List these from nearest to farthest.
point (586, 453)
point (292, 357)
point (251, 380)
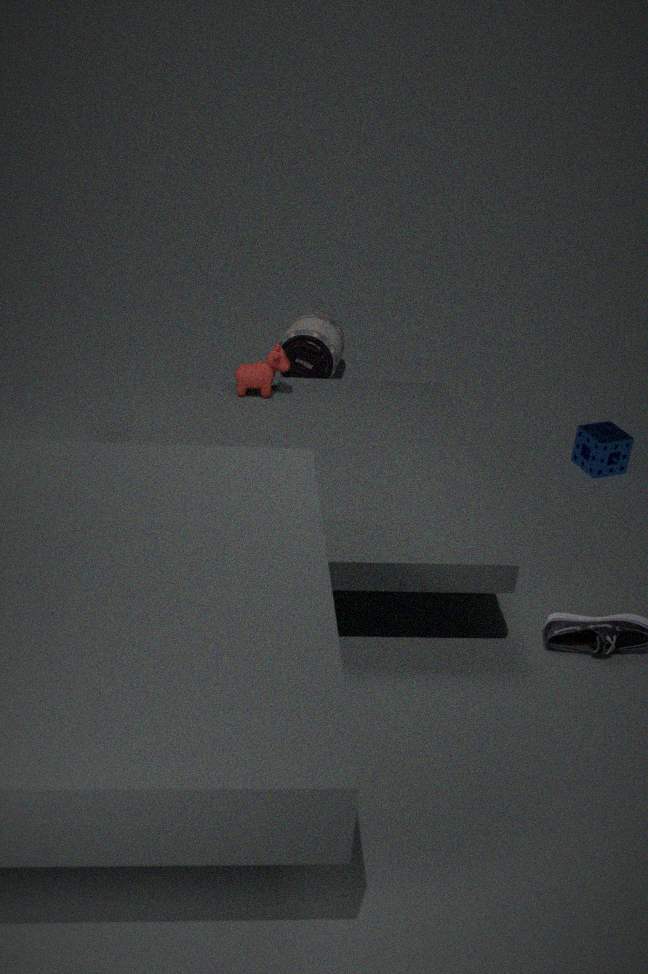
point (251, 380) < point (586, 453) < point (292, 357)
